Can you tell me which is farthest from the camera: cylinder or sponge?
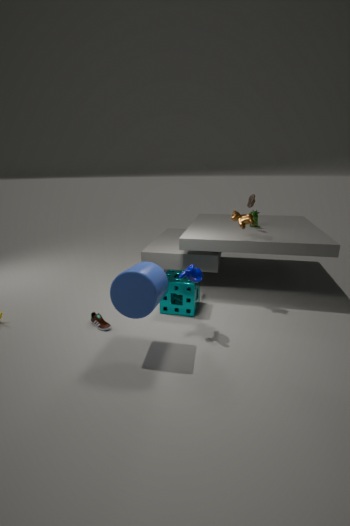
sponge
